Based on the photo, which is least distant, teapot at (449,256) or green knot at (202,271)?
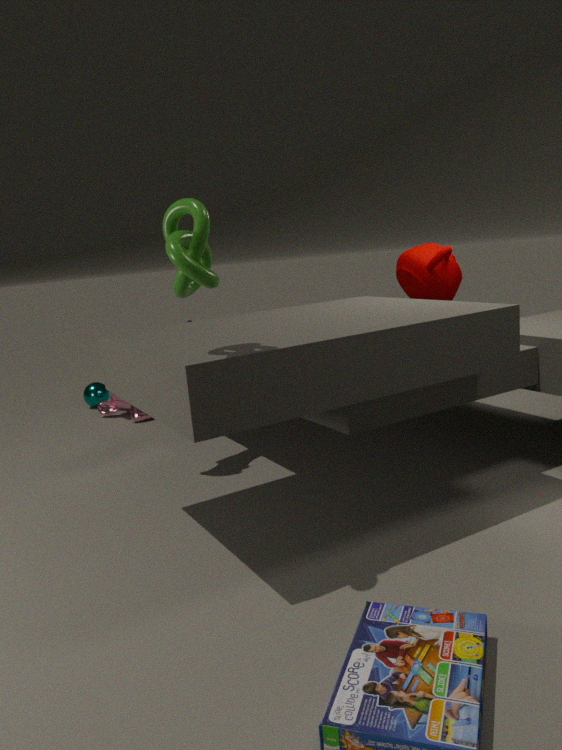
green knot at (202,271)
